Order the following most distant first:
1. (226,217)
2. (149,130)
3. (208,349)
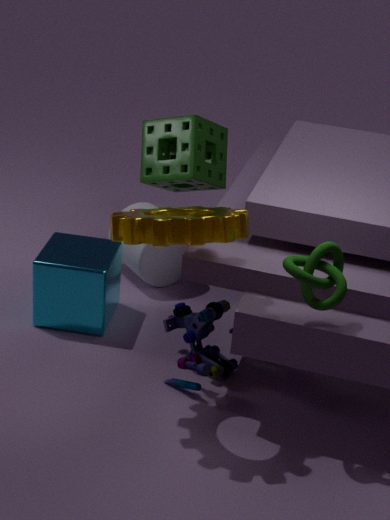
(149,130)
(208,349)
(226,217)
